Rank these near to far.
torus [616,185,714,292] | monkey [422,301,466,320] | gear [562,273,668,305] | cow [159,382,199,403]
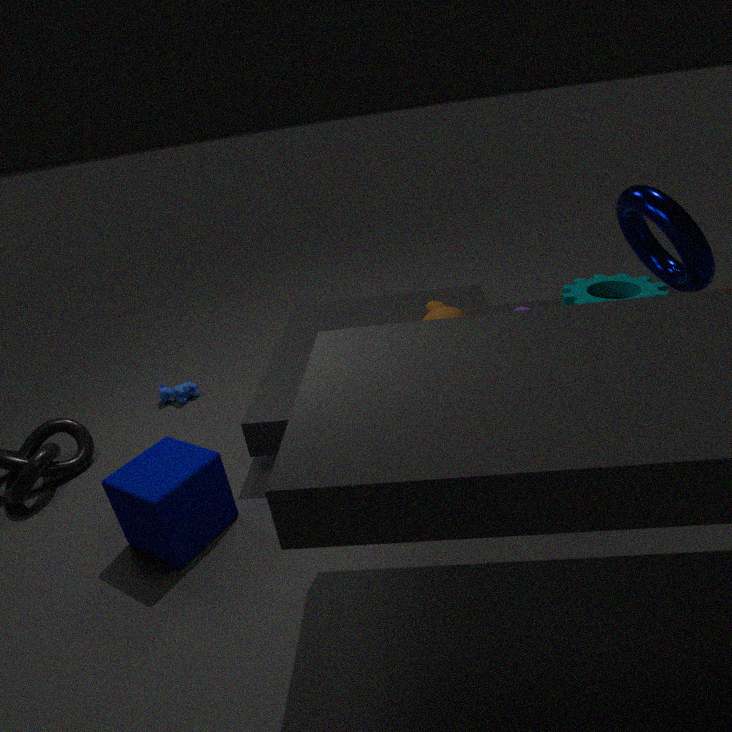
torus [616,185,714,292] → monkey [422,301,466,320] → gear [562,273,668,305] → cow [159,382,199,403]
